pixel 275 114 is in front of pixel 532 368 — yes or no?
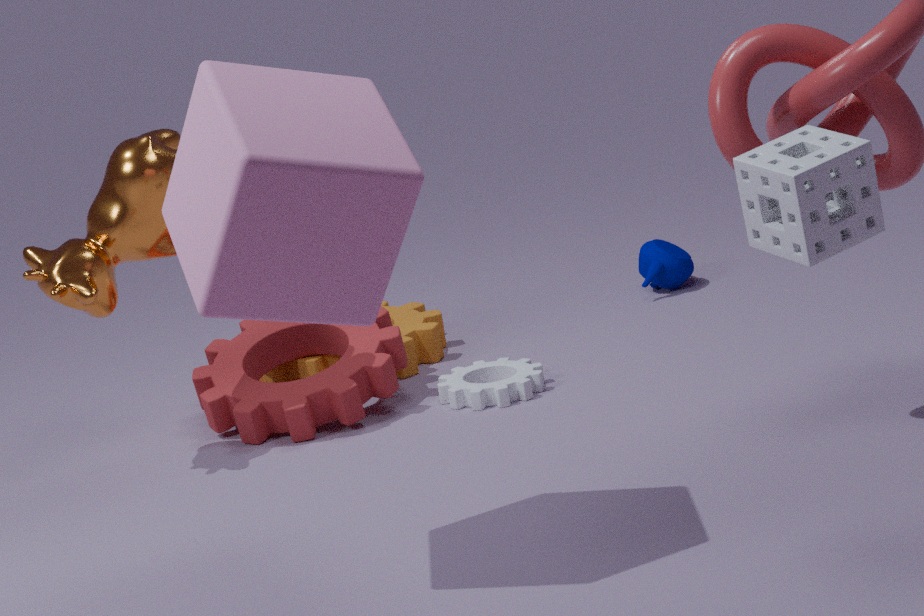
Yes
